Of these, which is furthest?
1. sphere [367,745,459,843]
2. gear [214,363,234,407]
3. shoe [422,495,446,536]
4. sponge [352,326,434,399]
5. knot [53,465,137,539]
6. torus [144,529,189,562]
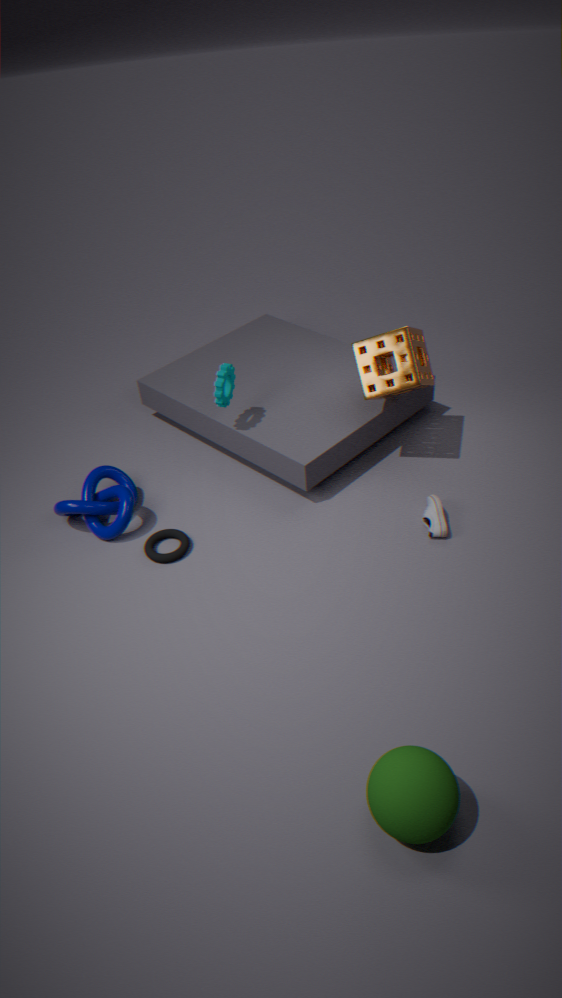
gear [214,363,234,407]
